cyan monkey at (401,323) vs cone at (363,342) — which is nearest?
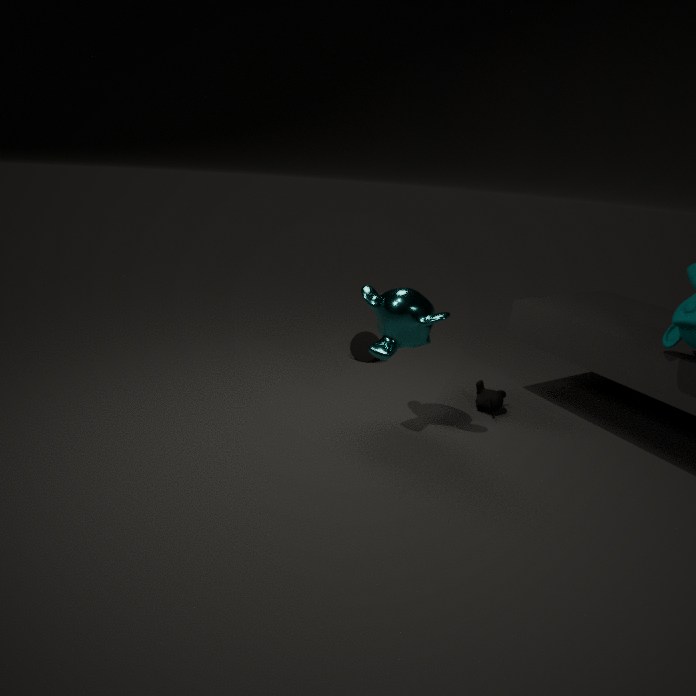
cyan monkey at (401,323)
